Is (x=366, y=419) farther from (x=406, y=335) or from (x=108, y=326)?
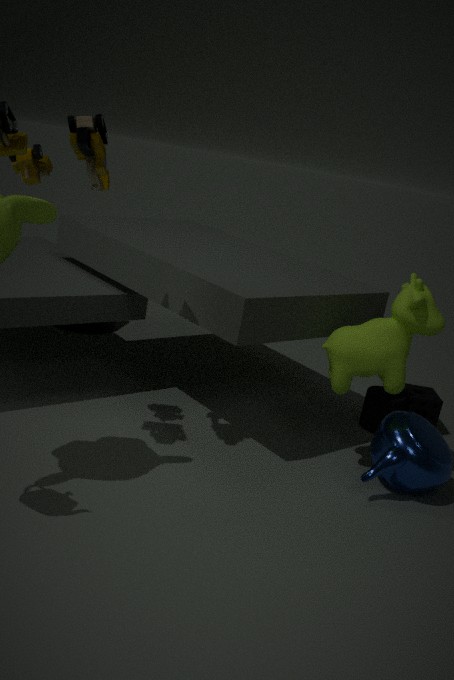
(x=108, y=326)
